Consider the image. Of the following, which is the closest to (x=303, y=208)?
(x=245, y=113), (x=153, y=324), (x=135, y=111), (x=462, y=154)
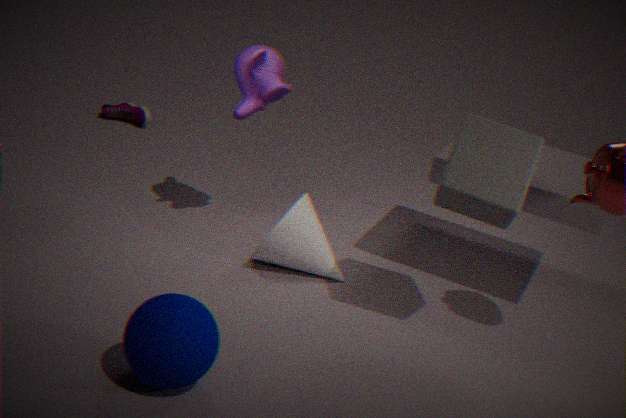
(x=245, y=113)
